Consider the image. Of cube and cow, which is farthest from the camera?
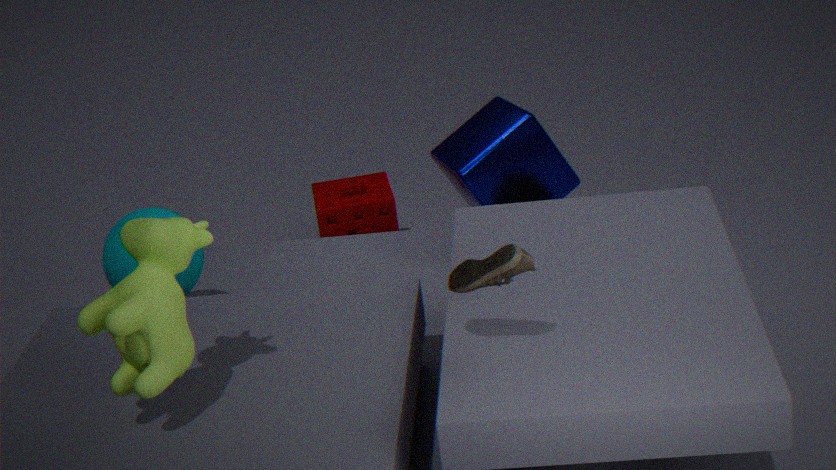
cube
